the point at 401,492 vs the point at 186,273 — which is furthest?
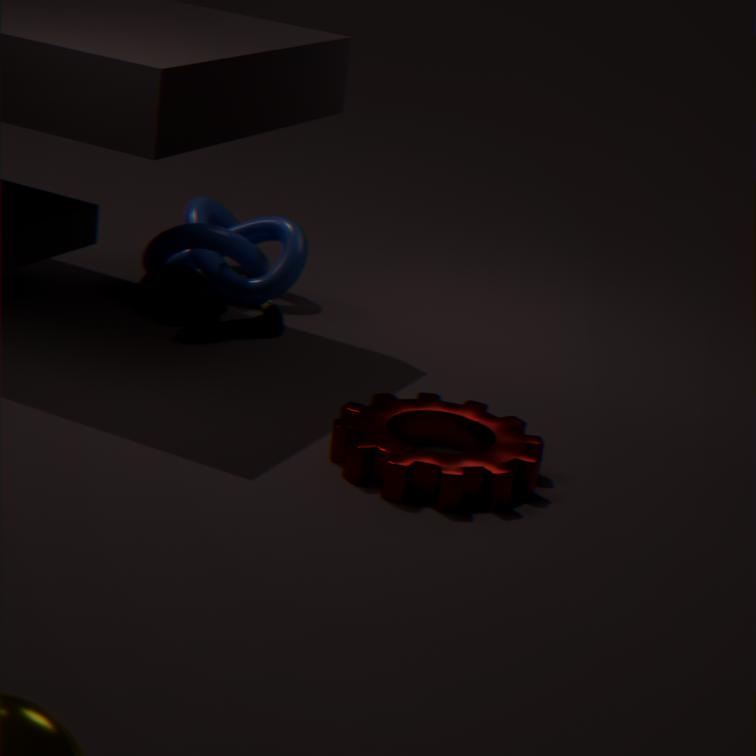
the point at 186,273
